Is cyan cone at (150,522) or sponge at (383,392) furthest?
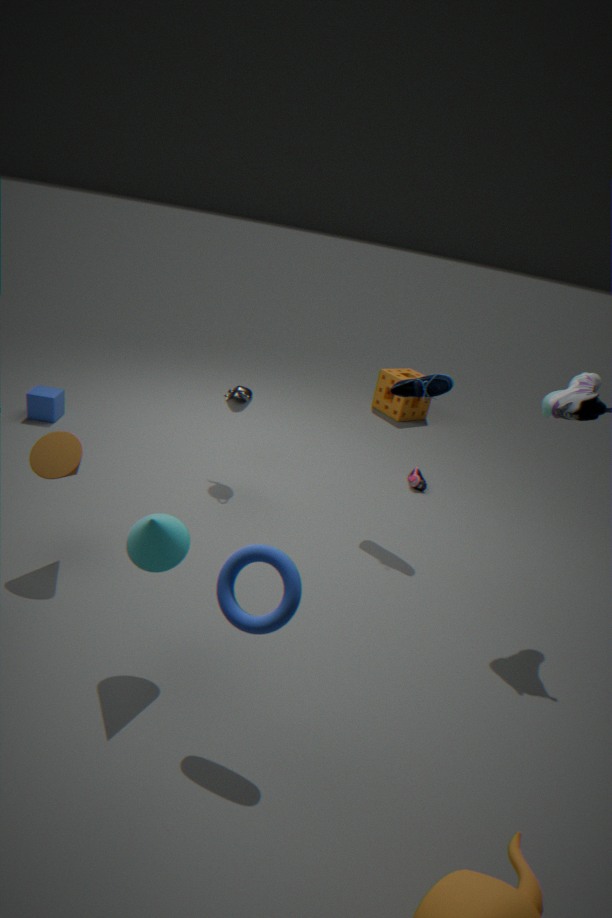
sponge at (383,392)
